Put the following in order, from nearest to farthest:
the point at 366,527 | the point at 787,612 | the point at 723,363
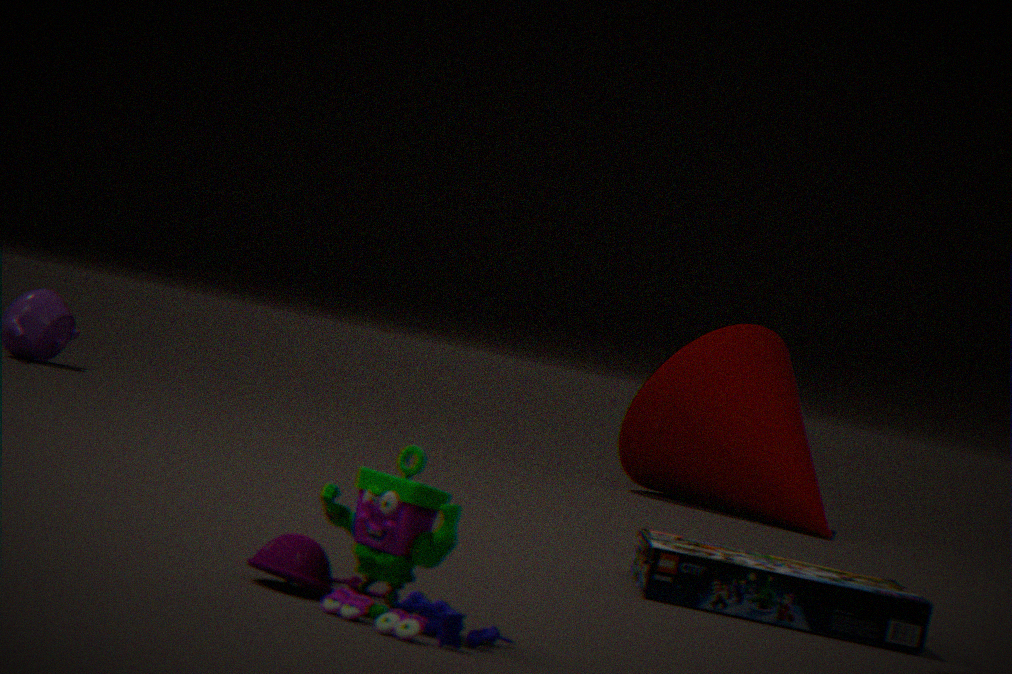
the point at 366,527, the point at 787,612, the point at 723,363
